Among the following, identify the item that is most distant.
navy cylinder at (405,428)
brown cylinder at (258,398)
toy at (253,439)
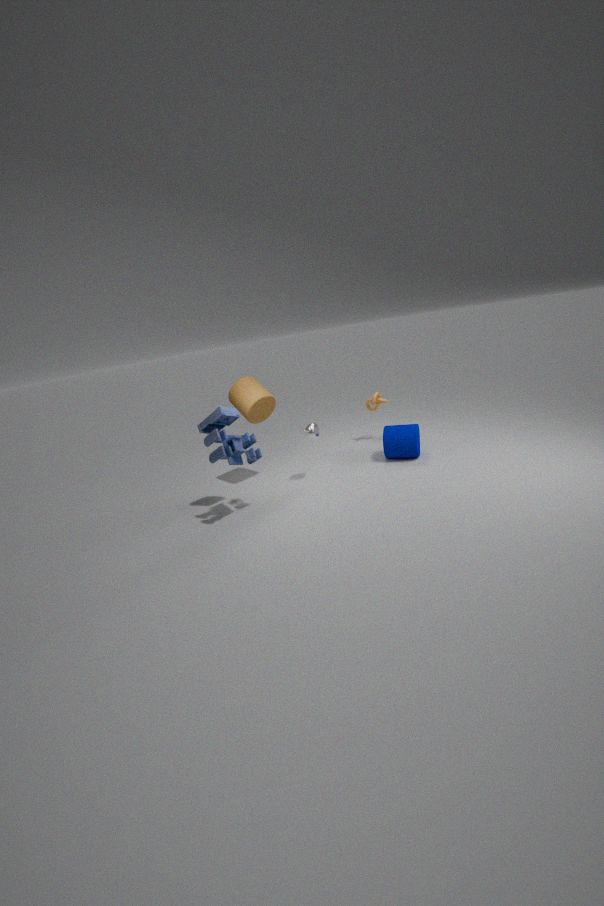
navy cylinder at (405,428)
